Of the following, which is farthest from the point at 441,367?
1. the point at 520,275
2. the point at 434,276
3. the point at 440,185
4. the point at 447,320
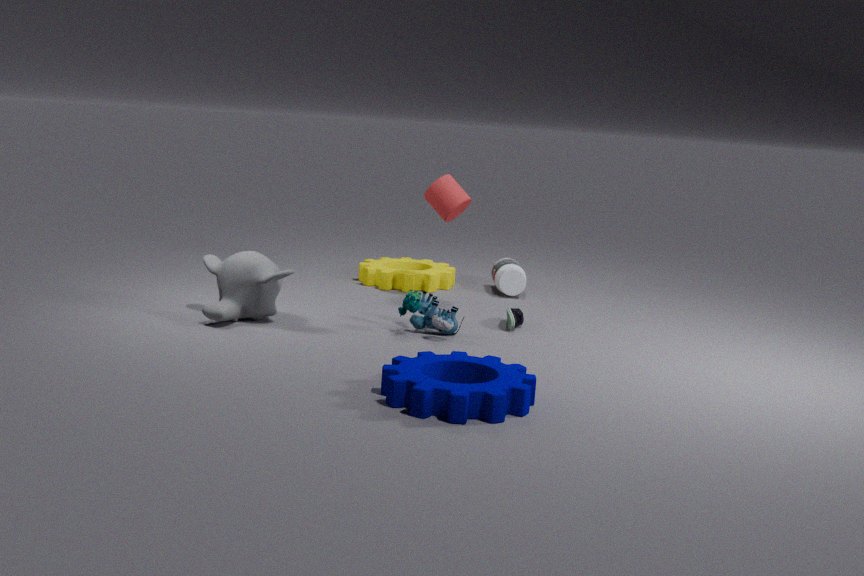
the point at 434,276
